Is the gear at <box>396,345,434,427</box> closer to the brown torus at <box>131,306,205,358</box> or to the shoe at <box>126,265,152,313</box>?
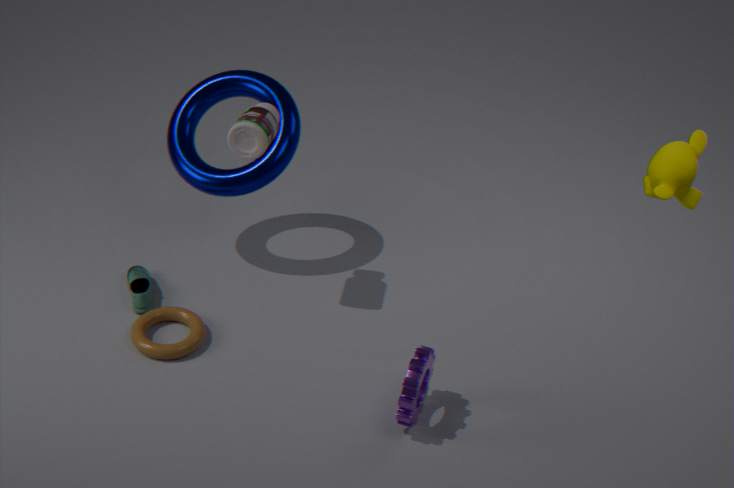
the brown torus at <box>131,306,205,358</box>
